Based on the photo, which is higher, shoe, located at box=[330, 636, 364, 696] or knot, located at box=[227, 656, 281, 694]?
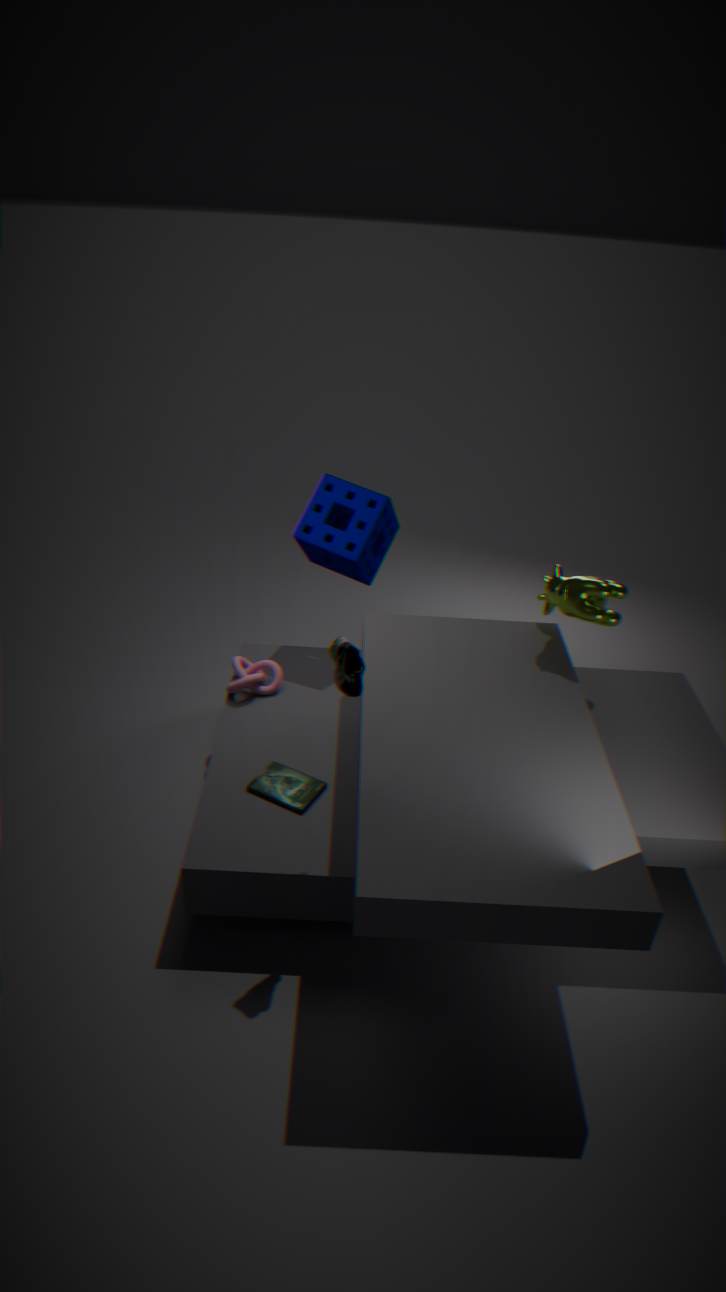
shoe, located at box=[330, 636, 364, 696]
